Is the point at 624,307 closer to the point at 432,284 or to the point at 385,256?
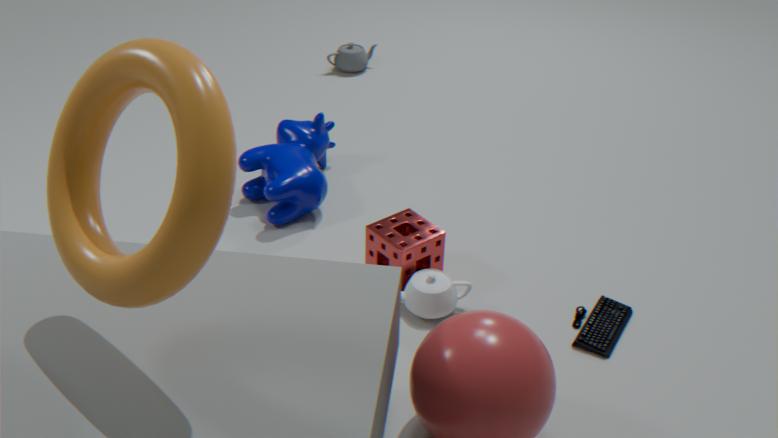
the point at 432,284
